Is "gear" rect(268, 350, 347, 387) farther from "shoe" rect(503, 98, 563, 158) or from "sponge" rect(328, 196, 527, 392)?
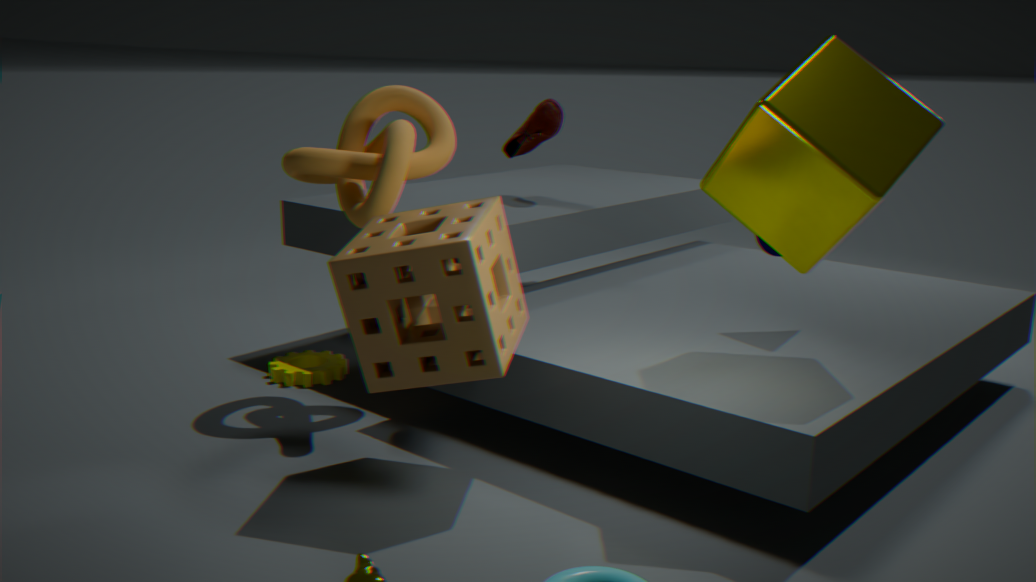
"shoe" rect(503, 98, 563, 158)
